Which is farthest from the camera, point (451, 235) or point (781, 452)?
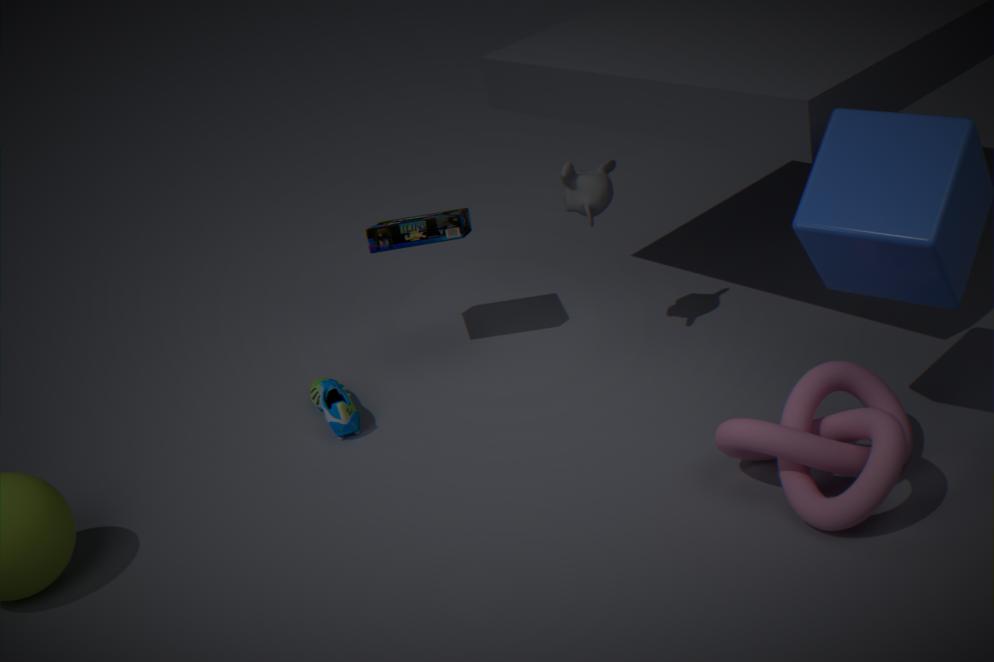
point (451, 235)
